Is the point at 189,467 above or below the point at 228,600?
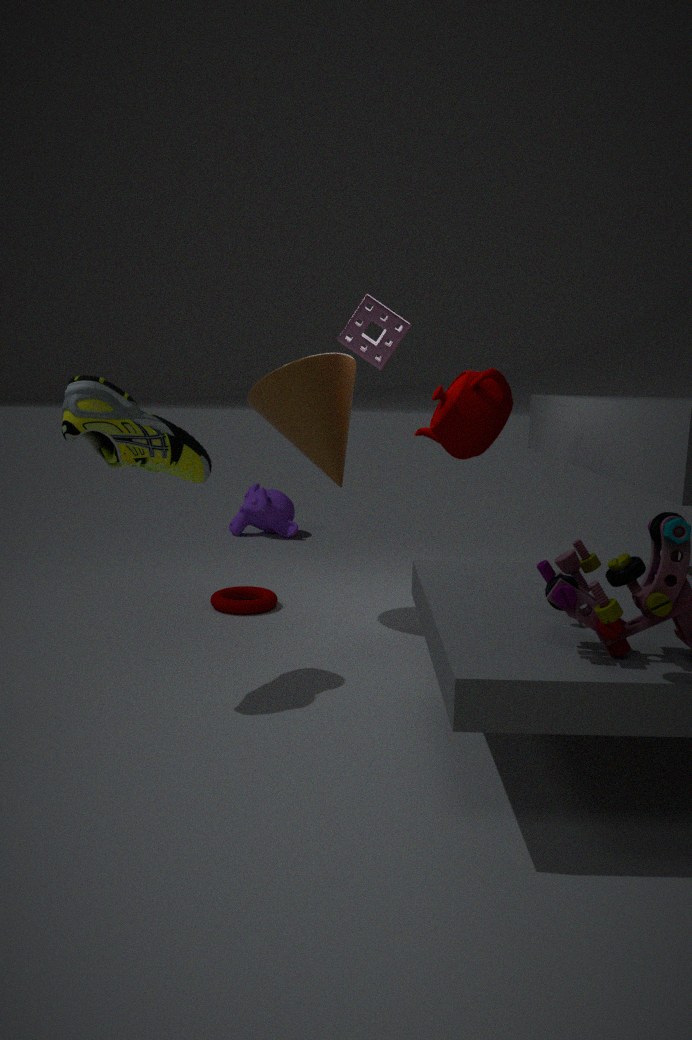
above
